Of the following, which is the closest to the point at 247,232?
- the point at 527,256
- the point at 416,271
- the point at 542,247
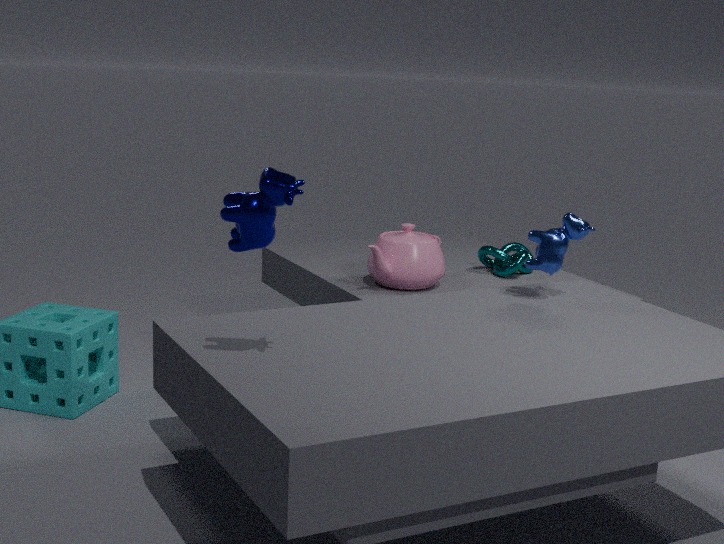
the point at 542,247
